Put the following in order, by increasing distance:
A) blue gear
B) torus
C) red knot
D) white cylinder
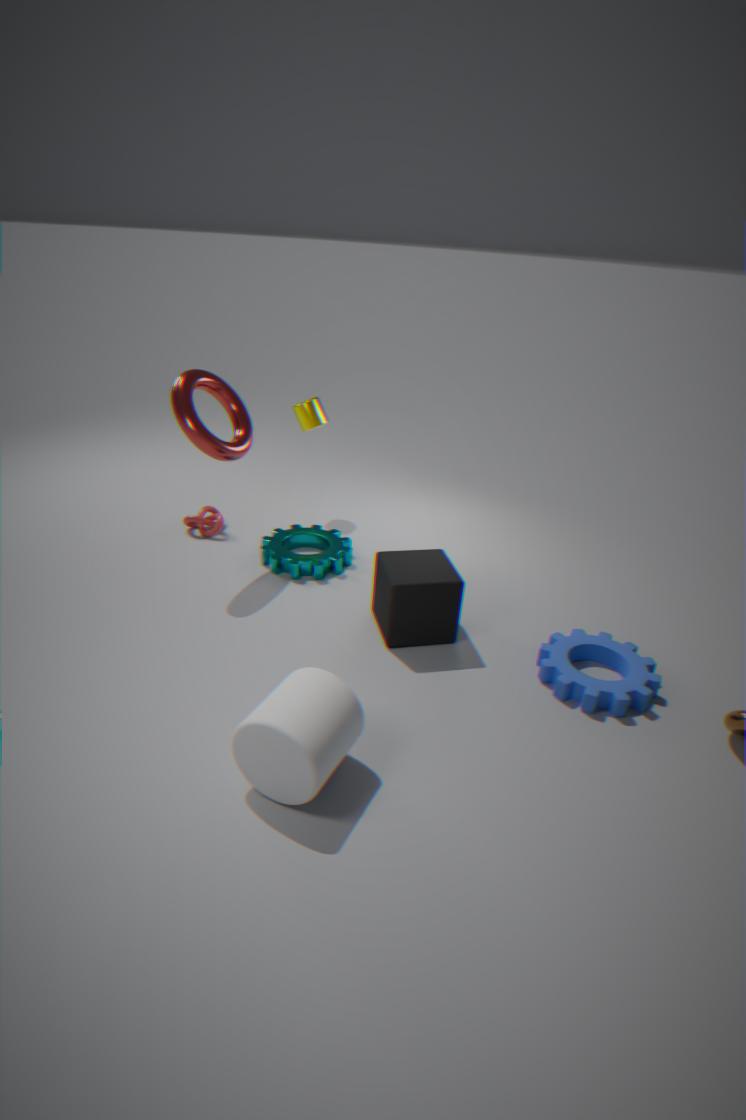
white cylinder → blue gear → torus → red knot
